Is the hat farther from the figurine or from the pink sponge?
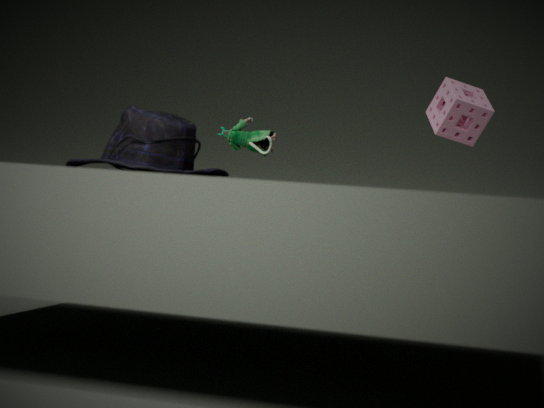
the pink sponge
